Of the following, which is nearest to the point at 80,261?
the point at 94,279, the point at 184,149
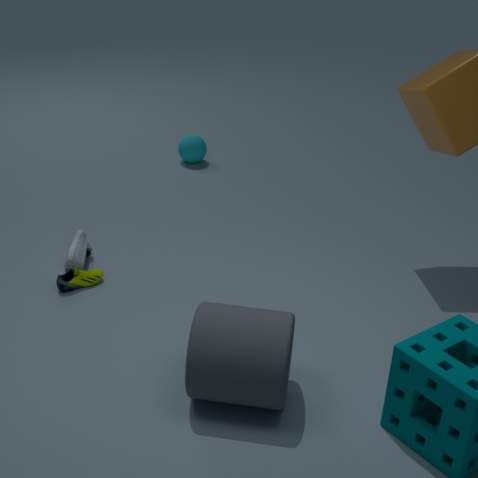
the point at 94,279
